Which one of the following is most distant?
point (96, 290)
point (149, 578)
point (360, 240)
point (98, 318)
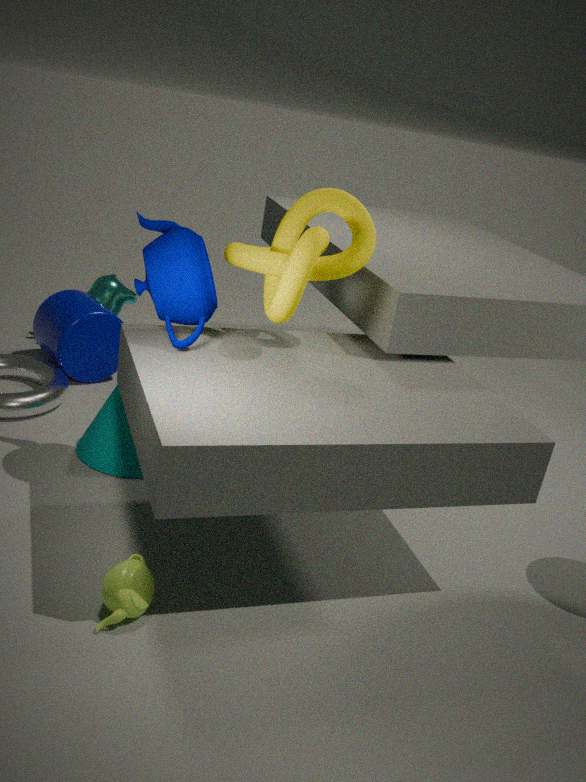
point (96, 290)
